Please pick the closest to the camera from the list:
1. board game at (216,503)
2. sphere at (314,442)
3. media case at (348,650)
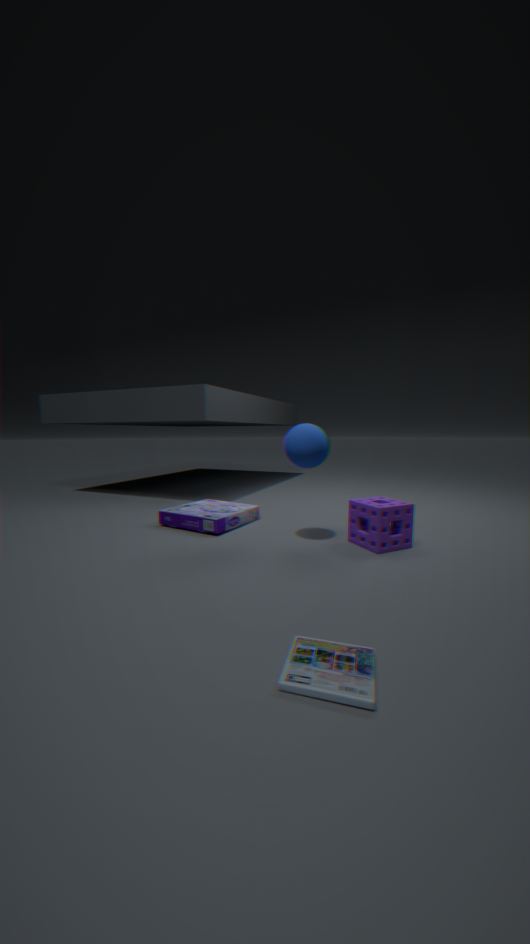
media case at (348,650)
